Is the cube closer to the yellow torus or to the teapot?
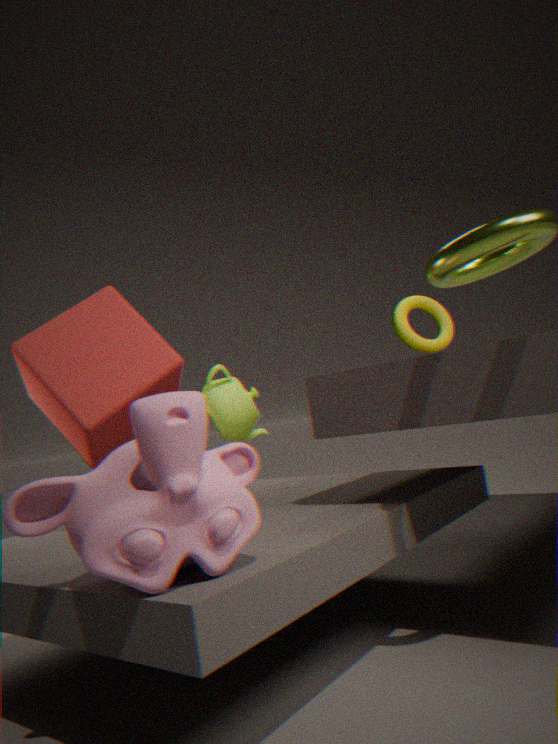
the teapot
